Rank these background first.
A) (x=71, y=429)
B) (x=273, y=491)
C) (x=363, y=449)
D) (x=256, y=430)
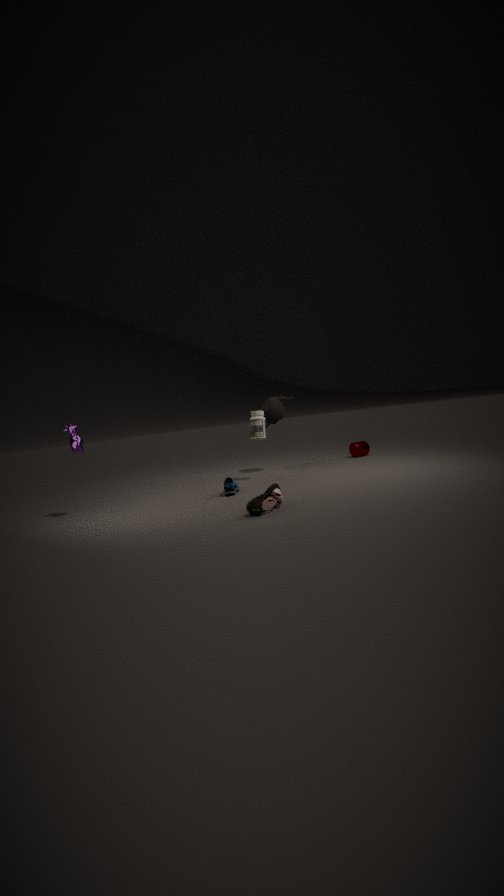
(x=363, y=449) < (x=256, y=430) < (x=71, y=429) < (x=273, y=491)
